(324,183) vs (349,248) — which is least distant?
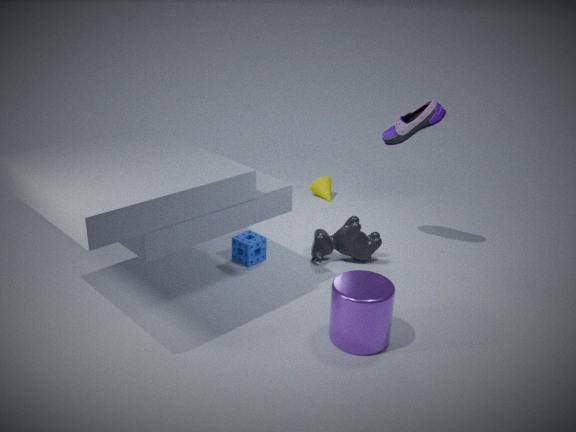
(349,248)
